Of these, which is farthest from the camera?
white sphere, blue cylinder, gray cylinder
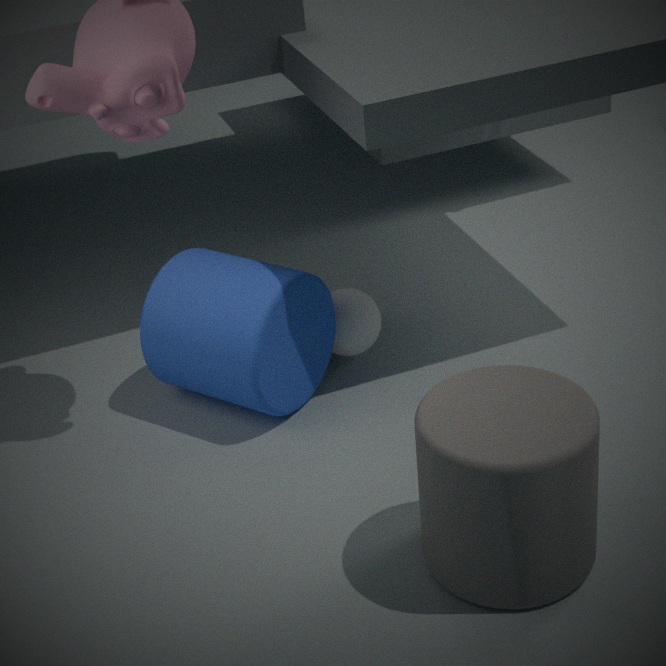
white sphere
